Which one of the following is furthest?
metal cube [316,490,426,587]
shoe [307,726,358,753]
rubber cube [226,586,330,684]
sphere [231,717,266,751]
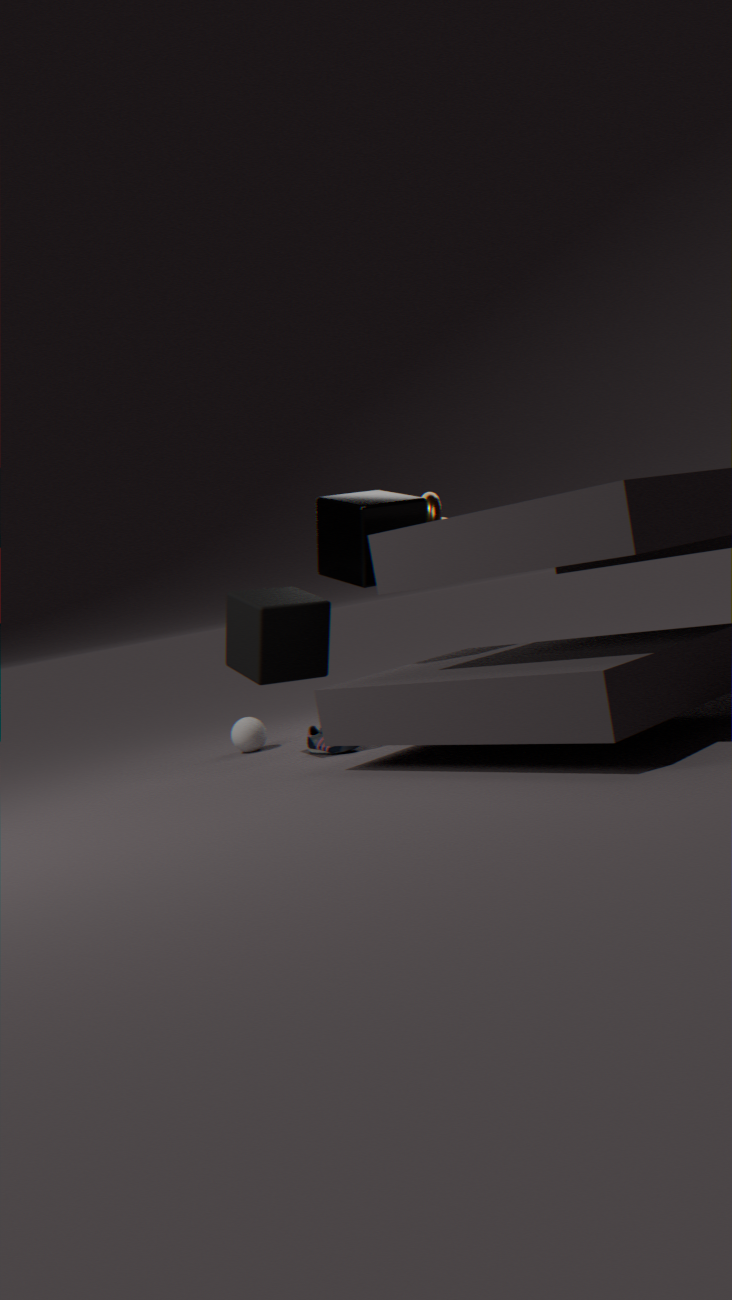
sphere [231,717,266,751]
